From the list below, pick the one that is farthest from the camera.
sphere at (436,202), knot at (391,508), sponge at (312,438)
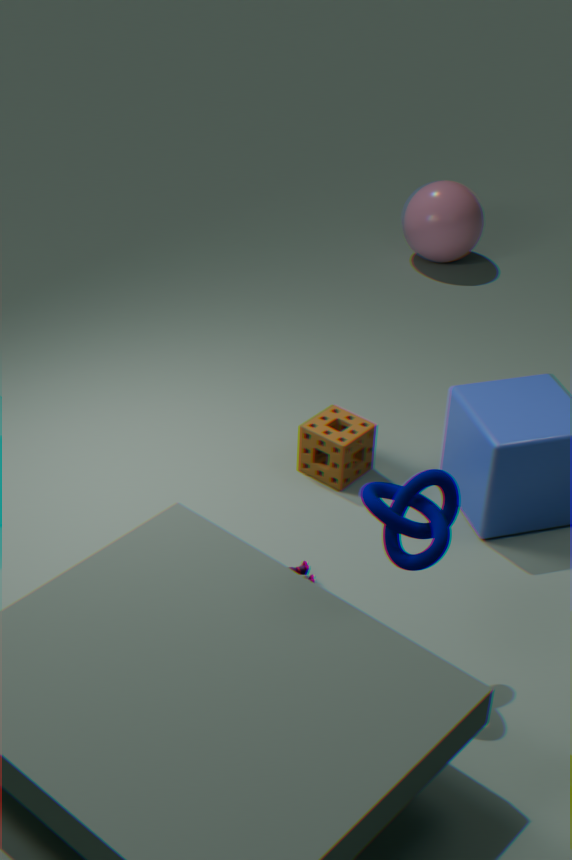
sphere at (436,202)
